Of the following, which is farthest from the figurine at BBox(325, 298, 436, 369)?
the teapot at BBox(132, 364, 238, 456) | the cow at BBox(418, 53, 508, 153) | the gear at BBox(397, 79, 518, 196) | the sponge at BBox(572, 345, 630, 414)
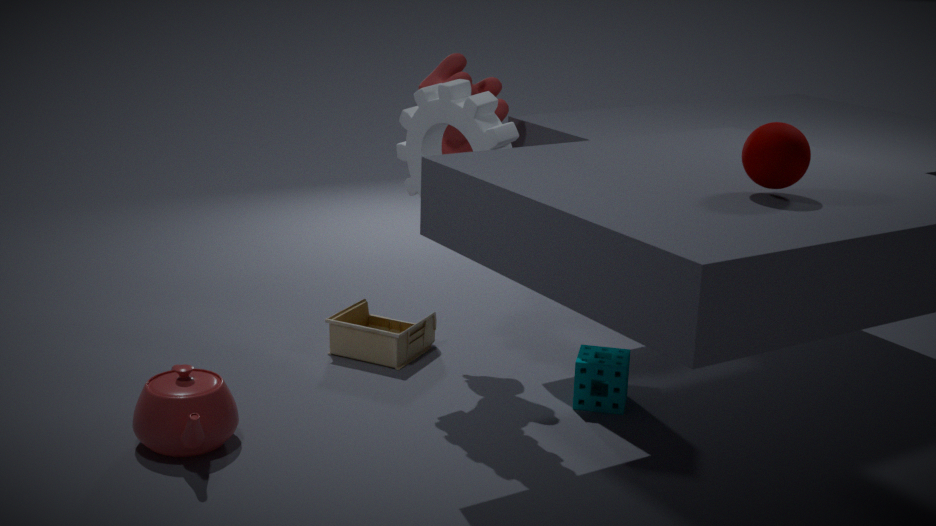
the teapot at BBox(132, 364, 238, 456)
